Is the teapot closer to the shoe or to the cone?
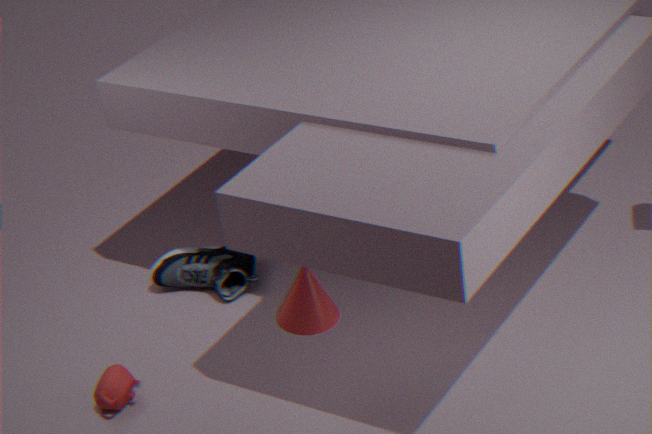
the shoe
